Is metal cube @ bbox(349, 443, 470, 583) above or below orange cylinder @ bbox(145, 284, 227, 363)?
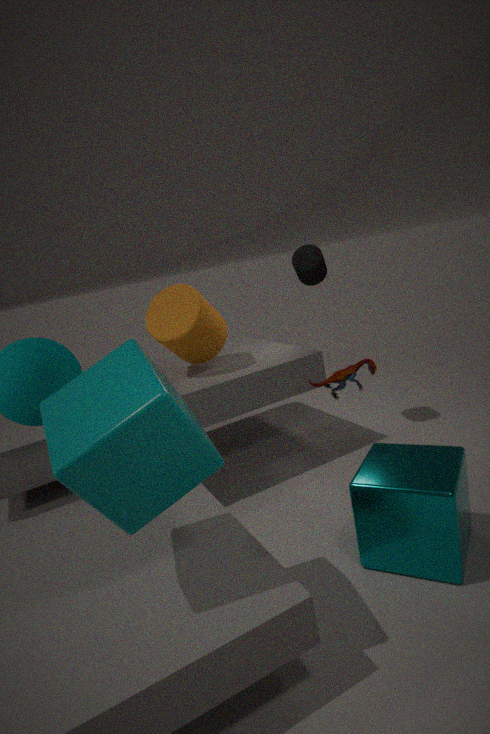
below
